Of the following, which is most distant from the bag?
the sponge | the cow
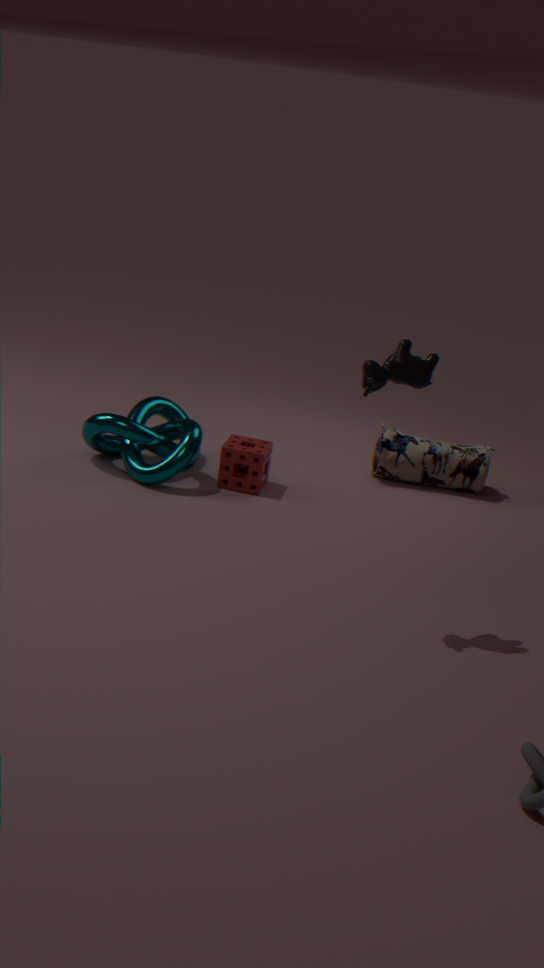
the cow
